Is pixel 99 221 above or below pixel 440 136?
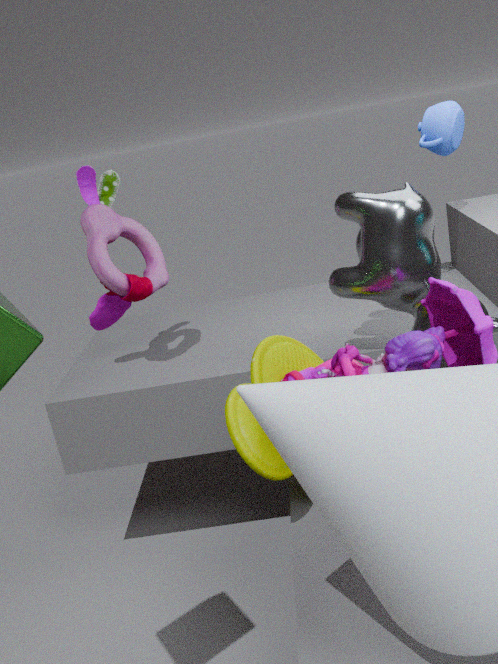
below
